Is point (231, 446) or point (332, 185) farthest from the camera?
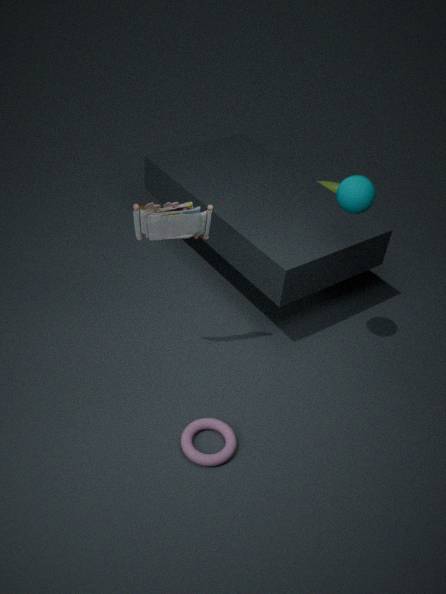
point (332, 185)
